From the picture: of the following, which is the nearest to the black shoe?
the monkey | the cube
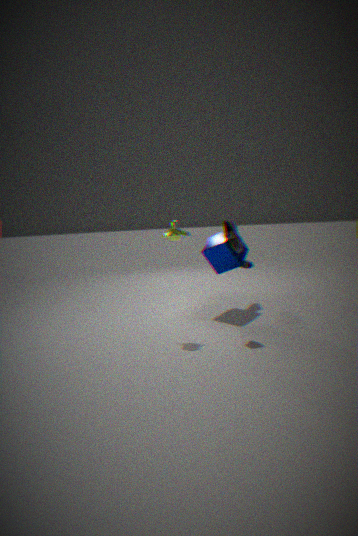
the cube
